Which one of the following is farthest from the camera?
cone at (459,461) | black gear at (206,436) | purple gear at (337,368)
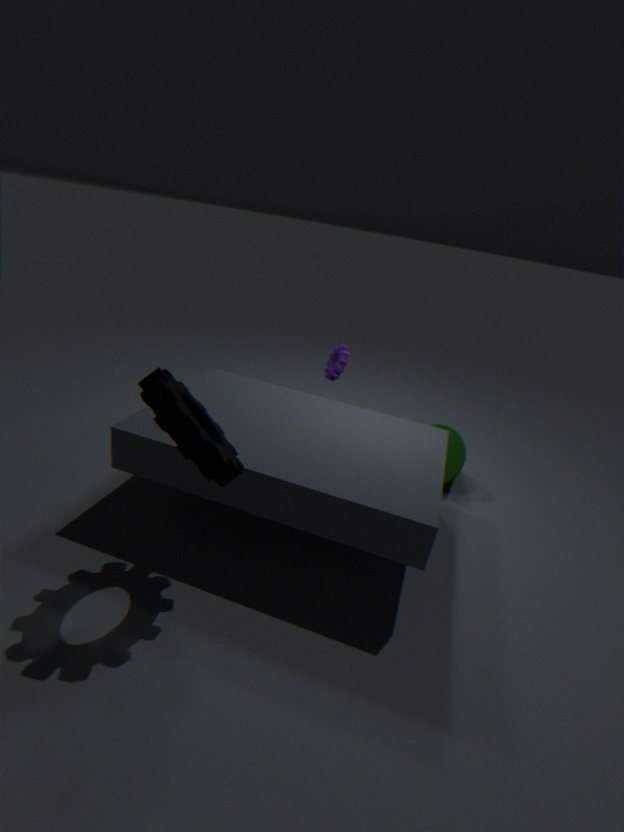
purple gear at (337,368)
